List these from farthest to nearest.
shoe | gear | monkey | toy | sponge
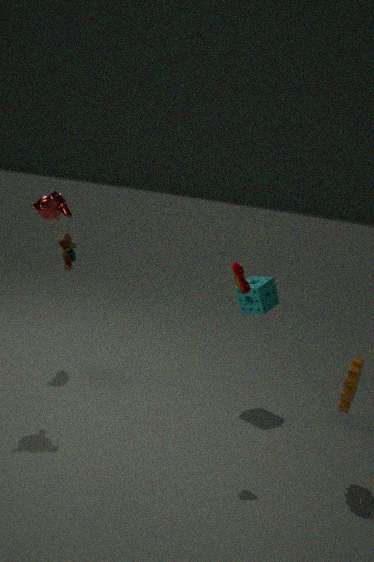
toy < sponge < monkey < shoe < gear
